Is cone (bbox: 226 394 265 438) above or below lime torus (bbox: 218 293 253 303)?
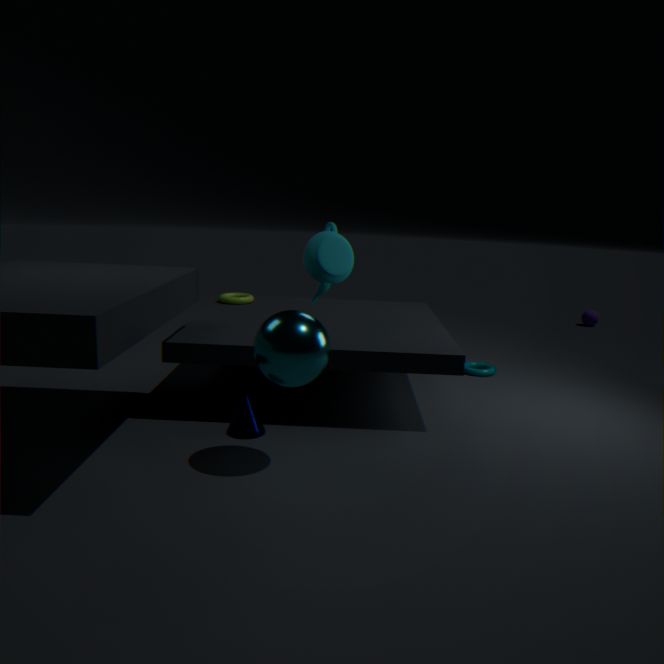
below
